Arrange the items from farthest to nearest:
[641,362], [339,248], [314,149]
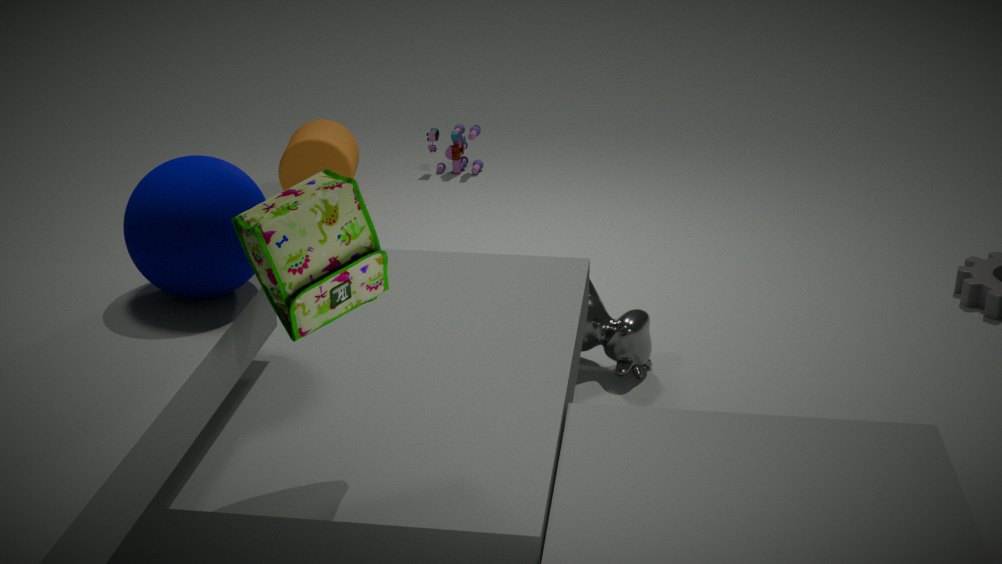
[314,149]
[641,362]
[339,248]
